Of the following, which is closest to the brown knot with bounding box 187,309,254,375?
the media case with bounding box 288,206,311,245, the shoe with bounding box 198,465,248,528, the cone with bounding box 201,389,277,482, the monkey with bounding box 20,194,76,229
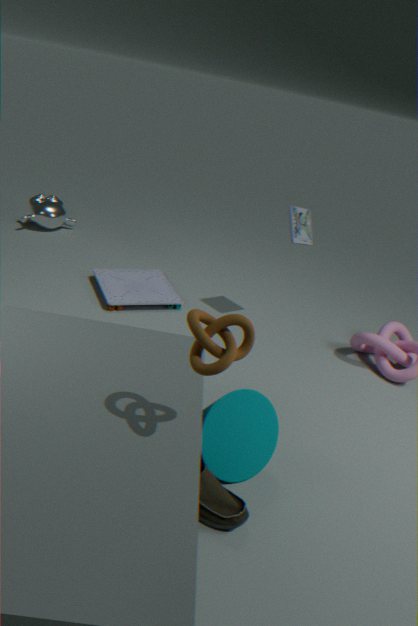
the cone with bounding box 201,389,277,482
